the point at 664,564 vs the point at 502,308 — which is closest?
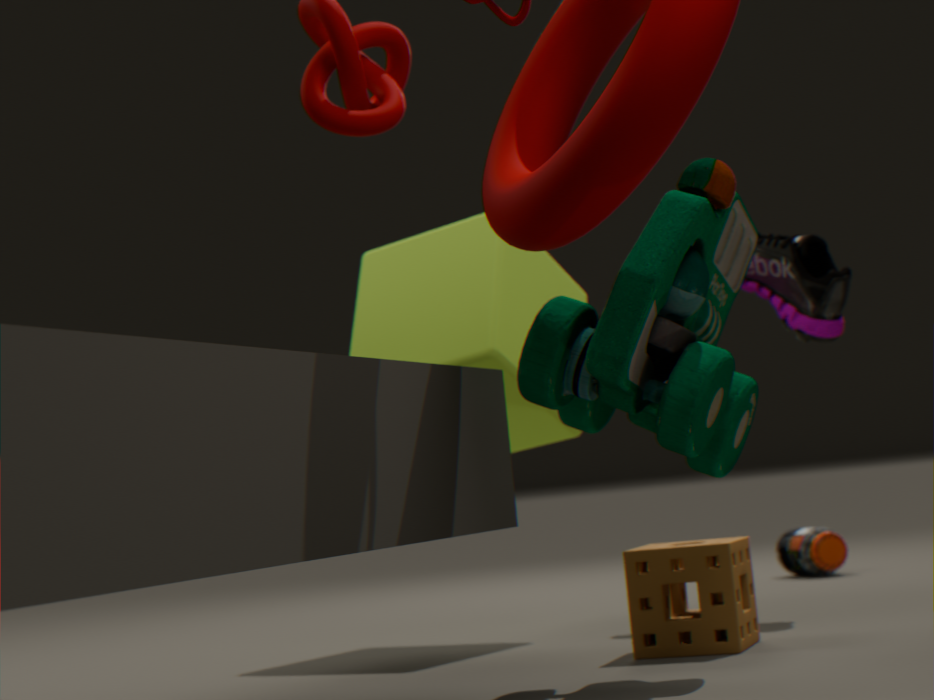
the point at 664,564
